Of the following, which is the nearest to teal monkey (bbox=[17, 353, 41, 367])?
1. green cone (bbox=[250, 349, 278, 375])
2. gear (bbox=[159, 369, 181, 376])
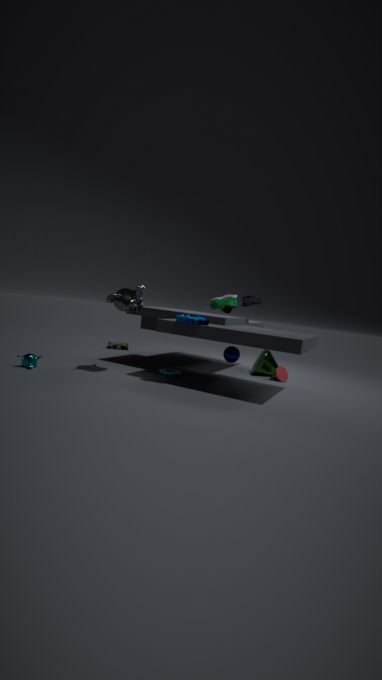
gear (bbox=[159, 369, 181, 376])
